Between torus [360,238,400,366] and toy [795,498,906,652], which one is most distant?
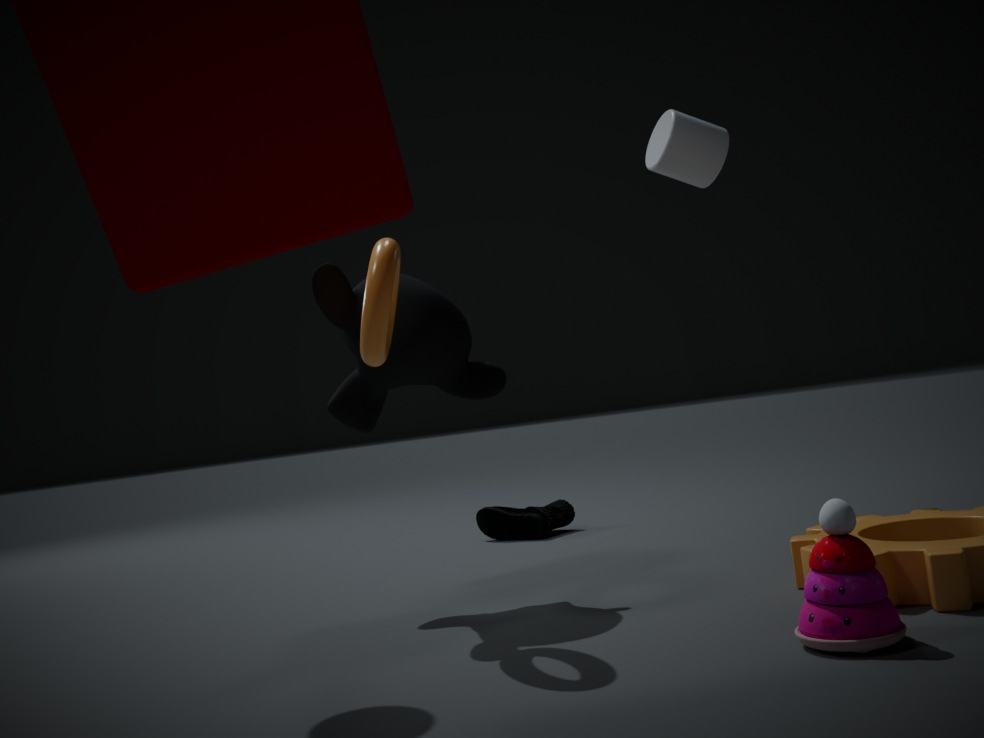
torus [360,238,400,366]
